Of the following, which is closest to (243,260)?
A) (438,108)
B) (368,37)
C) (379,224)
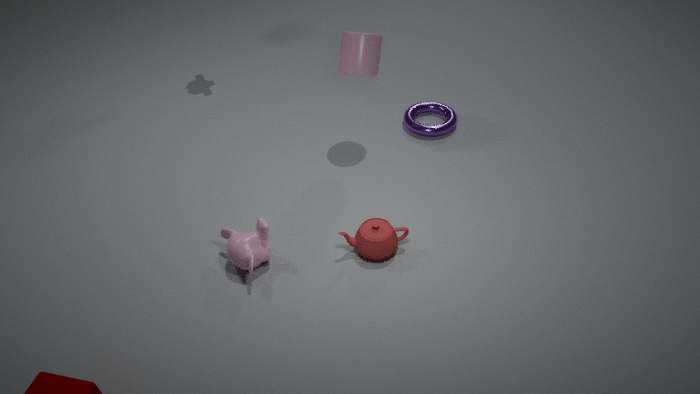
(379,224)
